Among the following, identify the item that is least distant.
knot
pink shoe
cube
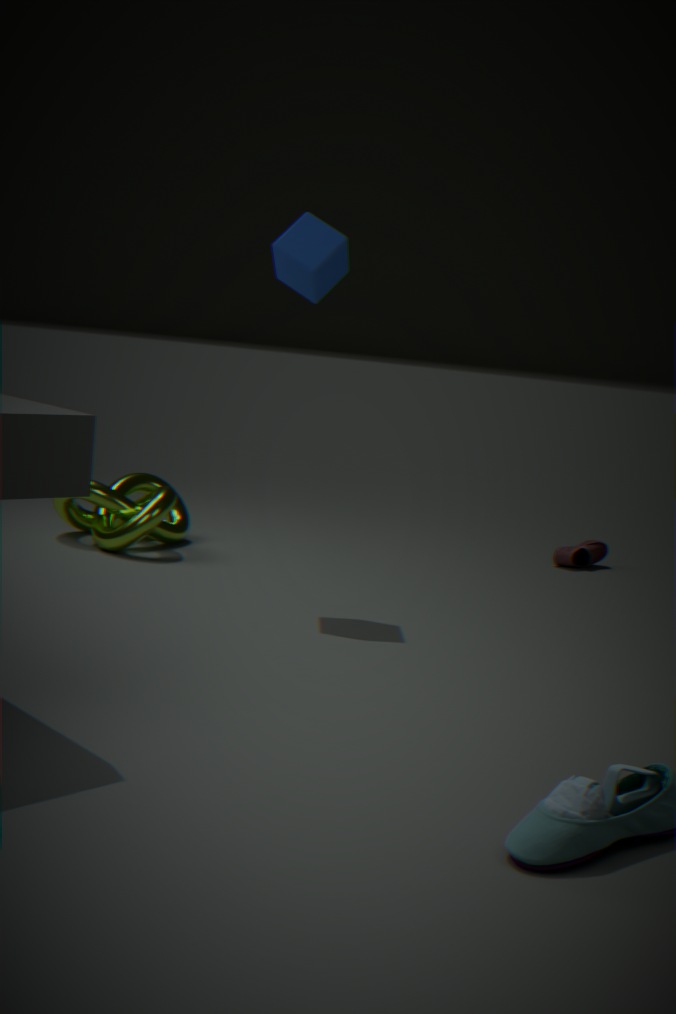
cube
